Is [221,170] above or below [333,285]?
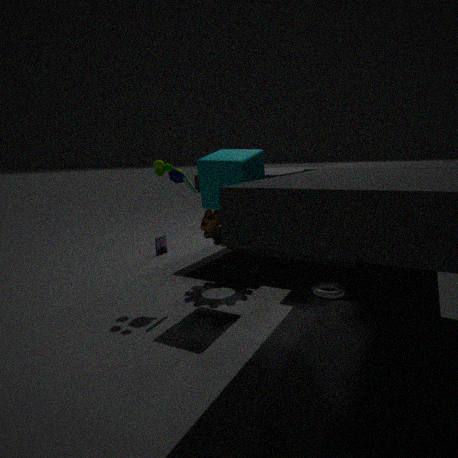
above
